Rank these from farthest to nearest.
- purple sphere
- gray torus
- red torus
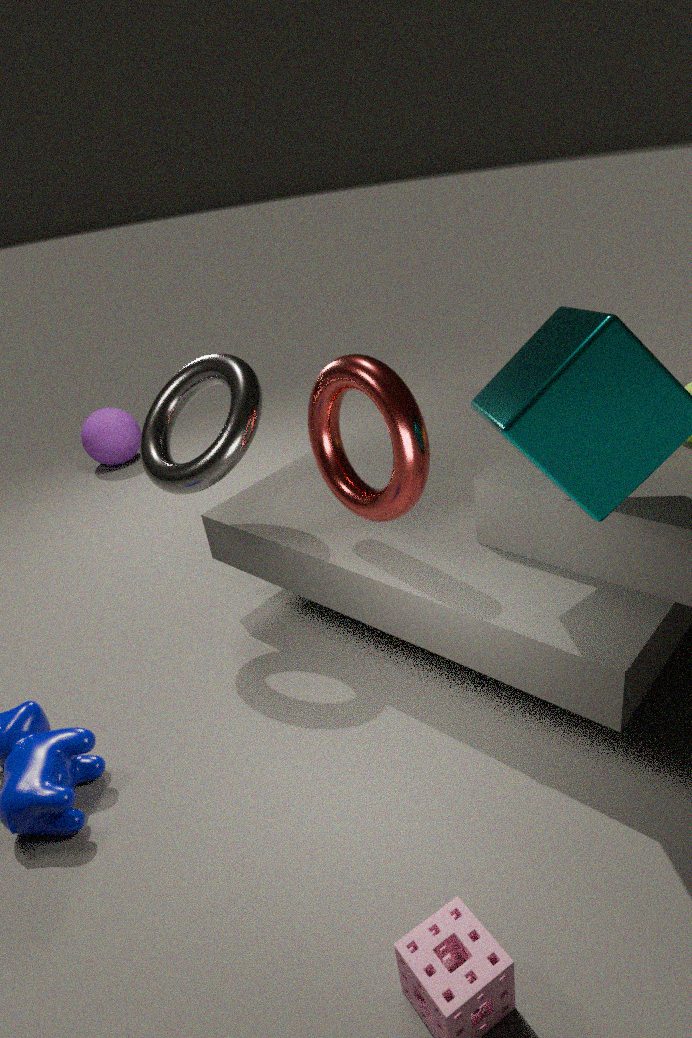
purple sphere < gray torus < red torus
